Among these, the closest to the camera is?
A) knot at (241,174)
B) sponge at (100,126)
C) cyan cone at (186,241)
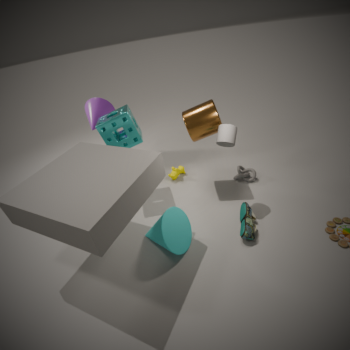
cyan cone at (186,241)
